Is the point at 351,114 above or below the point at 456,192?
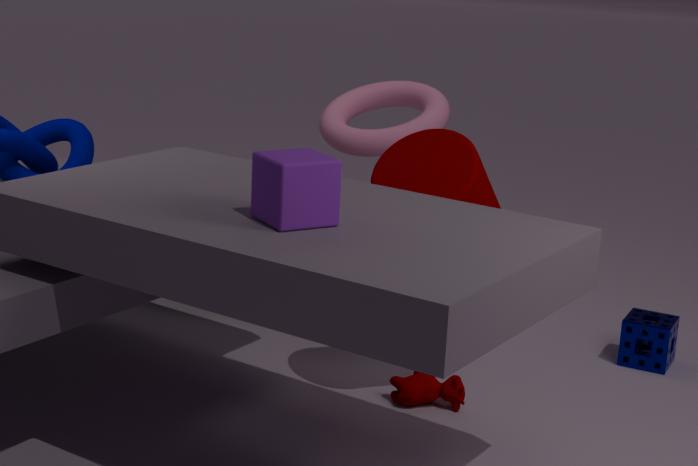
above
